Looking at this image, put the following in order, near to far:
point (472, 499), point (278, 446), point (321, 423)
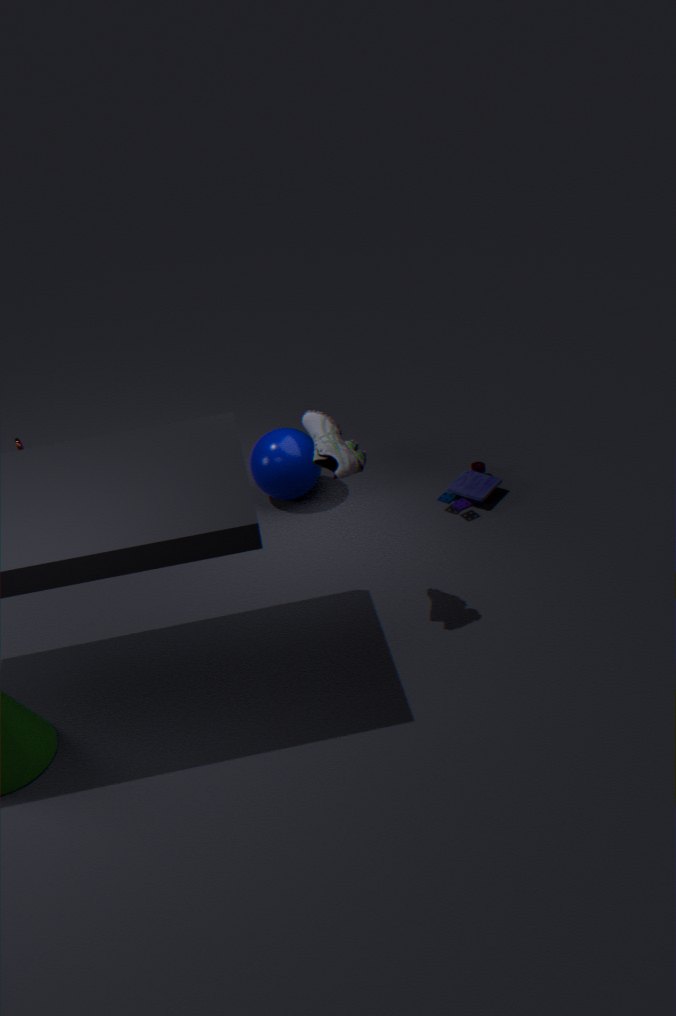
point (321, 423), point (472, 499), point (278, 446)
